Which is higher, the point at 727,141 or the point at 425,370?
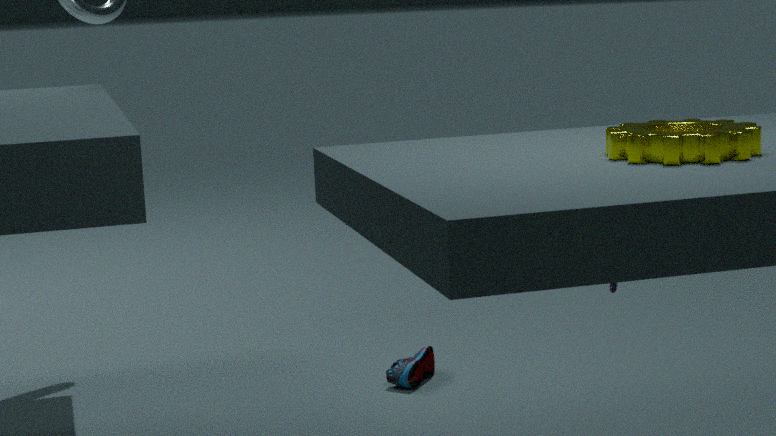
the point at 727,141
